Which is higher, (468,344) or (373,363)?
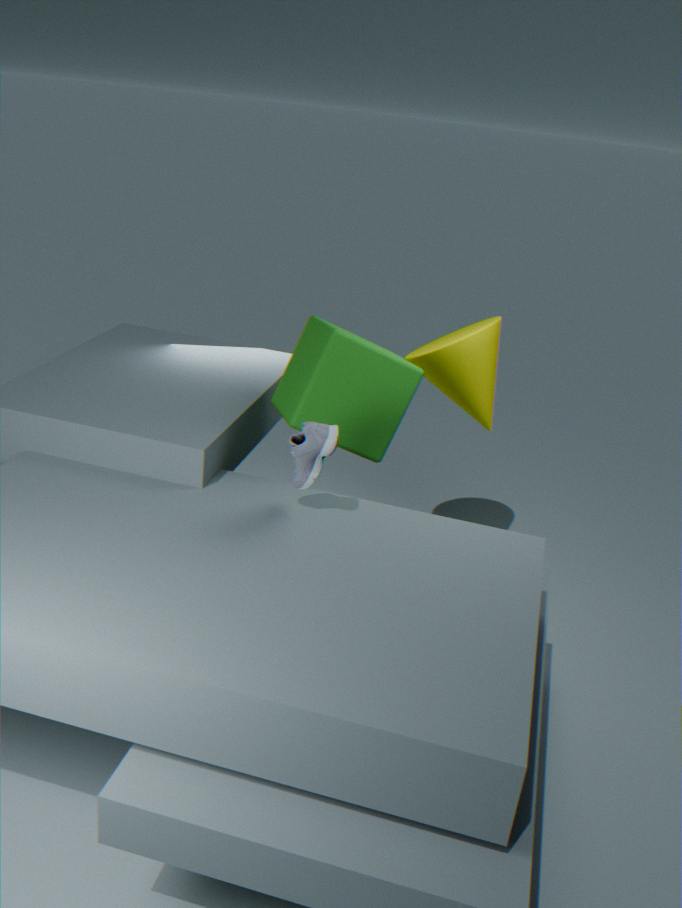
(373,363)
